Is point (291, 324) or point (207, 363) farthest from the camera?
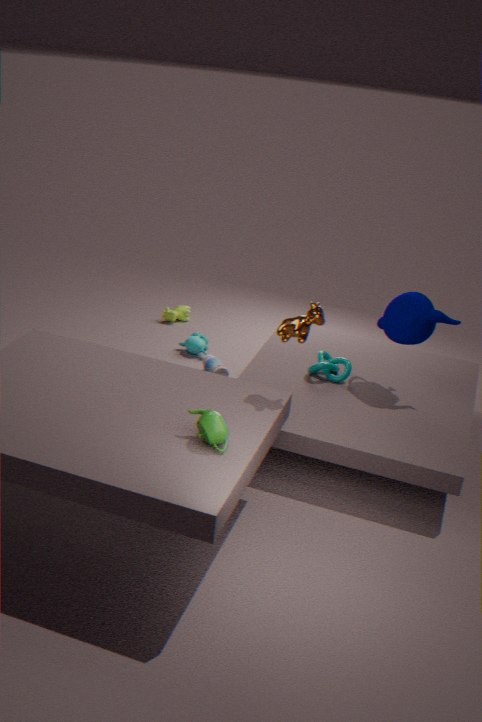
point (207, 363)
